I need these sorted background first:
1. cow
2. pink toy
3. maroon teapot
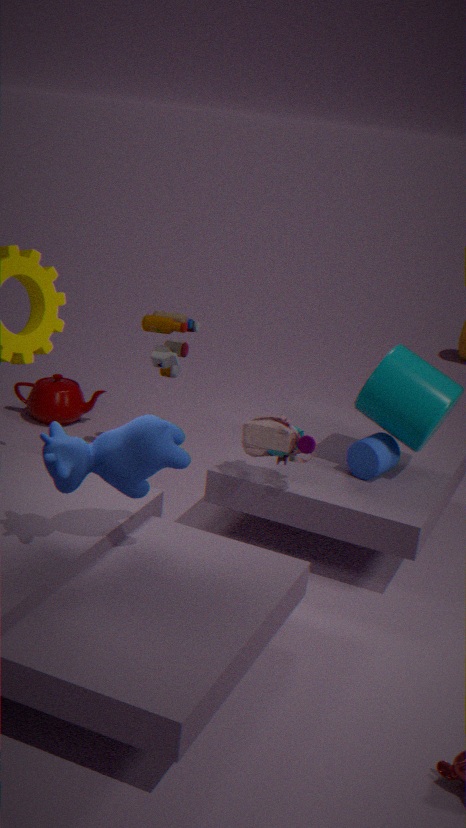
maroon teapot, pink toy, cow
